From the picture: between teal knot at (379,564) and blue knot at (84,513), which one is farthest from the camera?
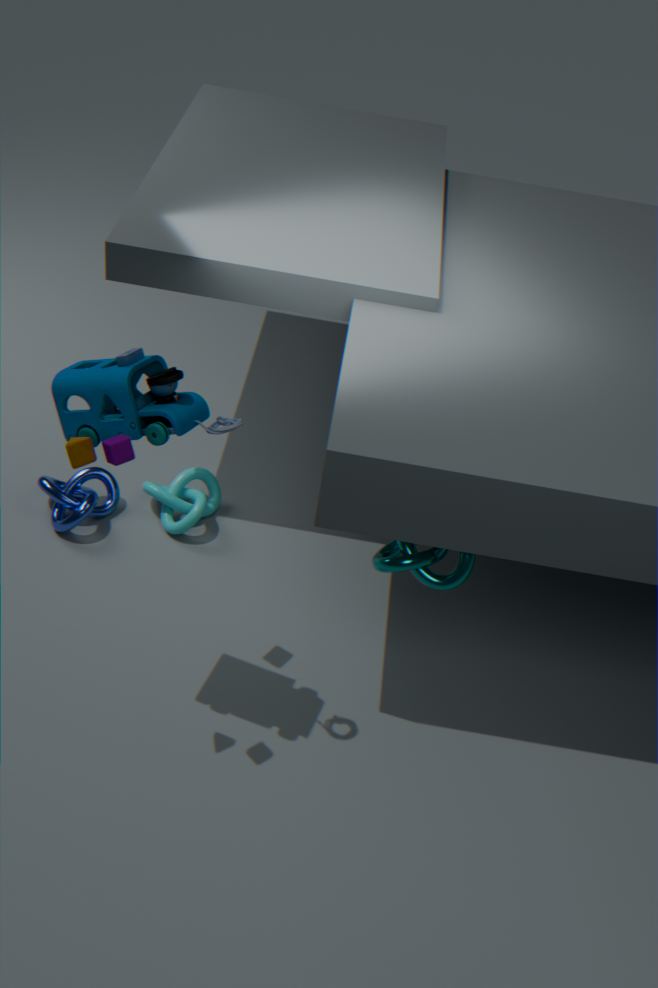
blue knot at (84,513)
